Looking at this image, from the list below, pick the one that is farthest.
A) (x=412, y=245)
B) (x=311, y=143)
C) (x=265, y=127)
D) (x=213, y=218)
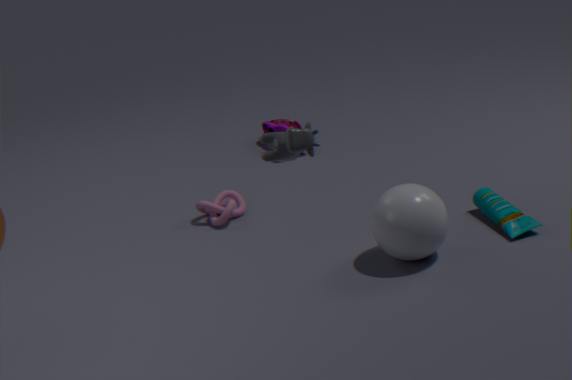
(x=265, y=127)
